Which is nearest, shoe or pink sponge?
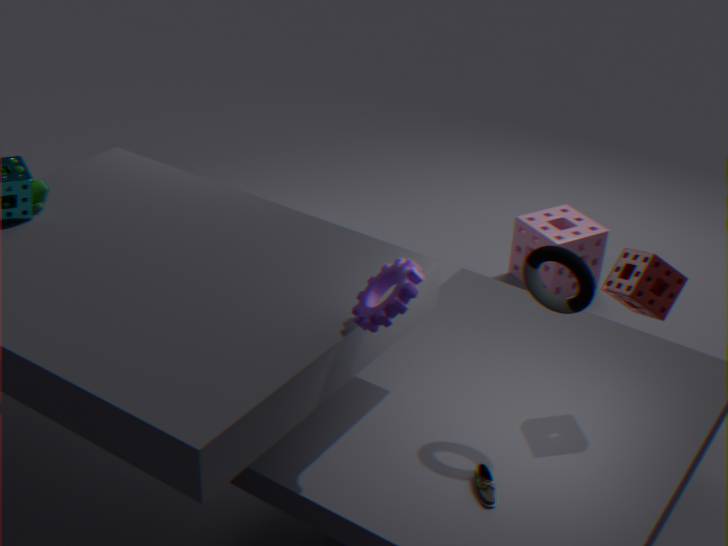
shoe
